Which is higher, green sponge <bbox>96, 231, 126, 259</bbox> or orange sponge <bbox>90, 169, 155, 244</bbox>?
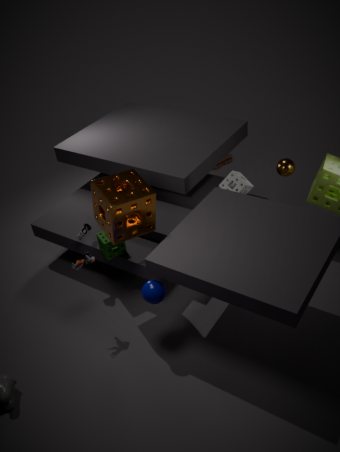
orange sponge <bbox>90, 169, 155, 244</bbox>
